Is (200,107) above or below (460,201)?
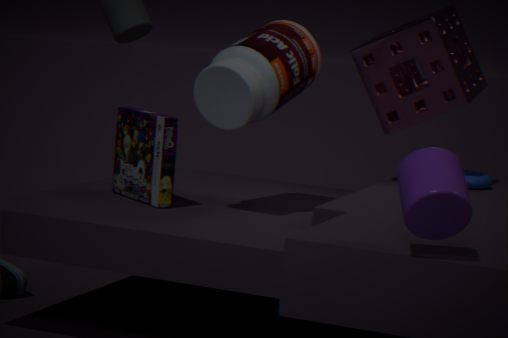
above
